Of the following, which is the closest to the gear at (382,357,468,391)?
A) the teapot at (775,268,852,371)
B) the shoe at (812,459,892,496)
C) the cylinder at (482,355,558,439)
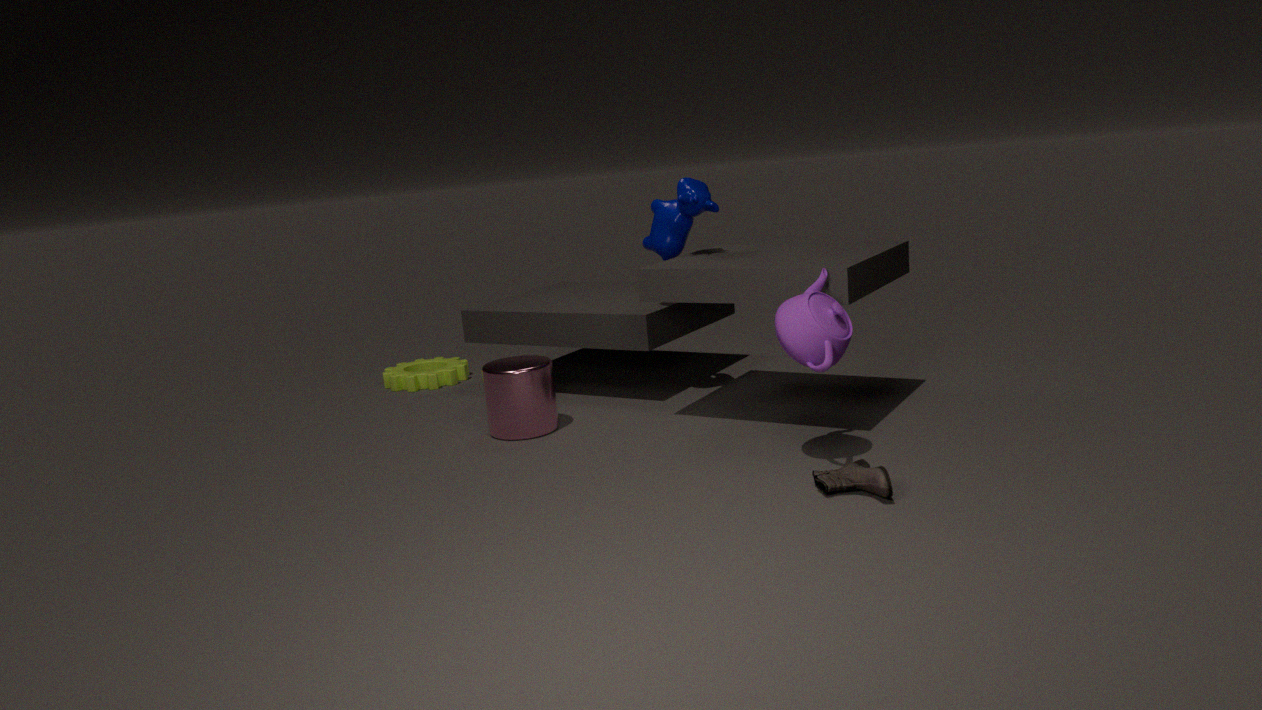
the cylinder at (482,355,558,439)
